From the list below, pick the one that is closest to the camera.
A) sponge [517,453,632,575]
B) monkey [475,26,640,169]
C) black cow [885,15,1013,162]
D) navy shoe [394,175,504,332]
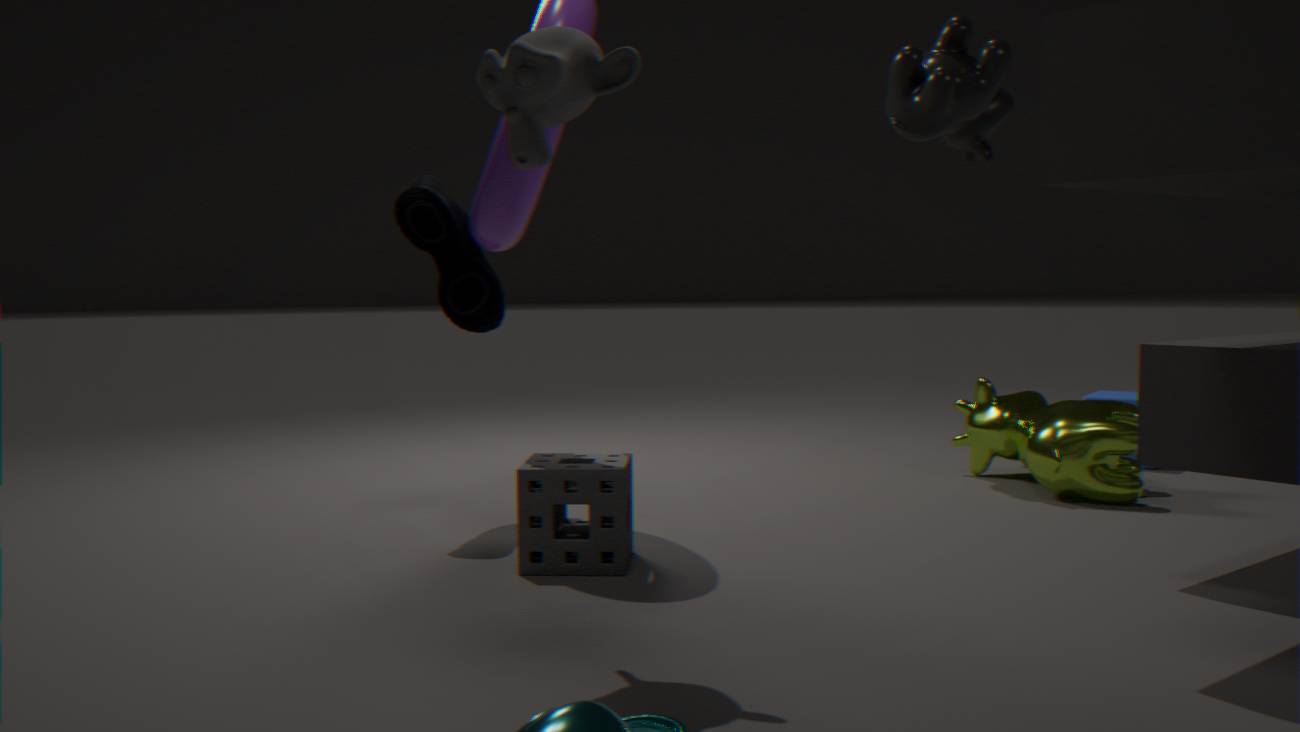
monkey [475,26,640,169]
